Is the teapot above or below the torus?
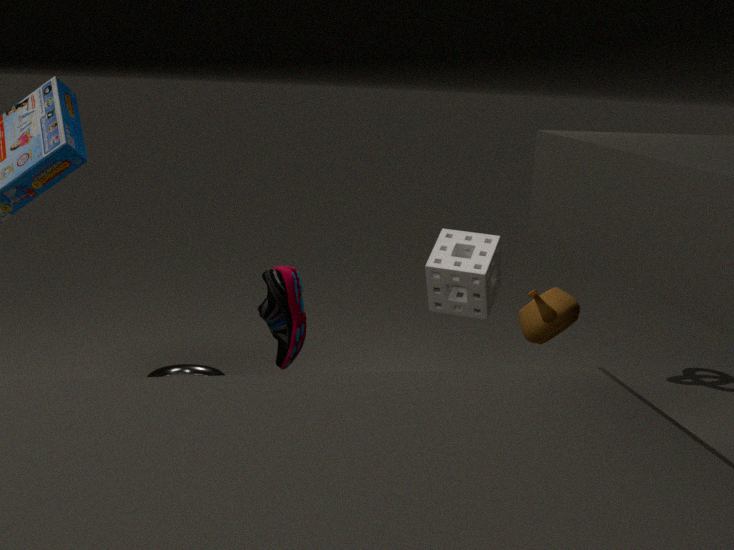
above
